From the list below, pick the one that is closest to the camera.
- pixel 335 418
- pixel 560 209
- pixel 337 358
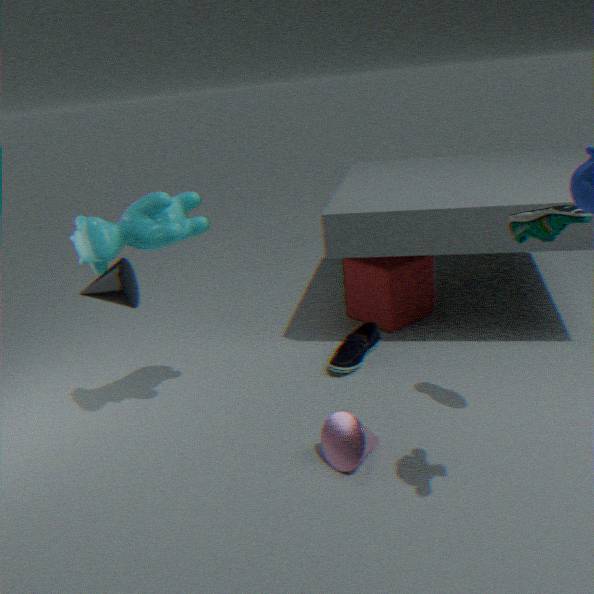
pixel 560 209
